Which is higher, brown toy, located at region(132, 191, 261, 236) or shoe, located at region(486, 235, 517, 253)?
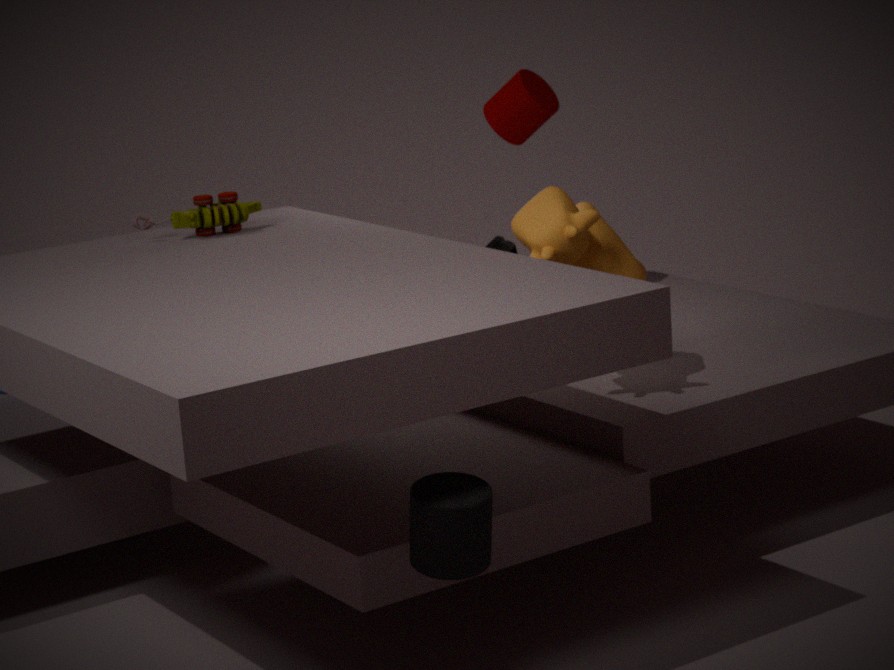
brown toy, located at region(132, 191, 261, 236)
